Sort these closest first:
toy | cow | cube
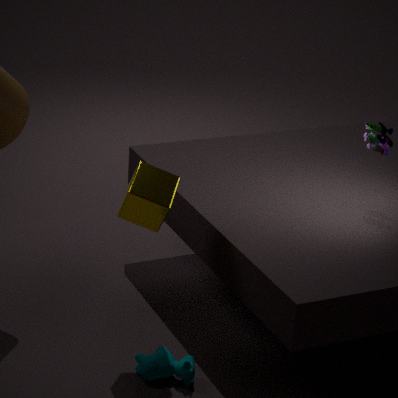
cube → cow → toy
